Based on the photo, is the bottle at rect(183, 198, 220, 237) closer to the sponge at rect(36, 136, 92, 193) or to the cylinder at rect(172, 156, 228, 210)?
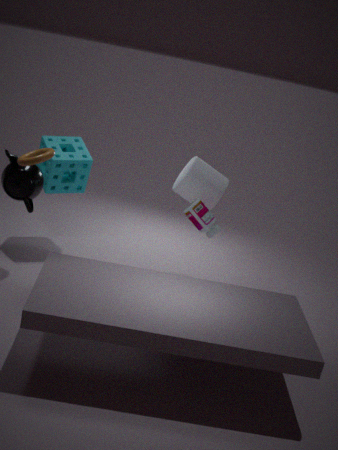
the cylinder at rect(172, 156, 228, 210)
